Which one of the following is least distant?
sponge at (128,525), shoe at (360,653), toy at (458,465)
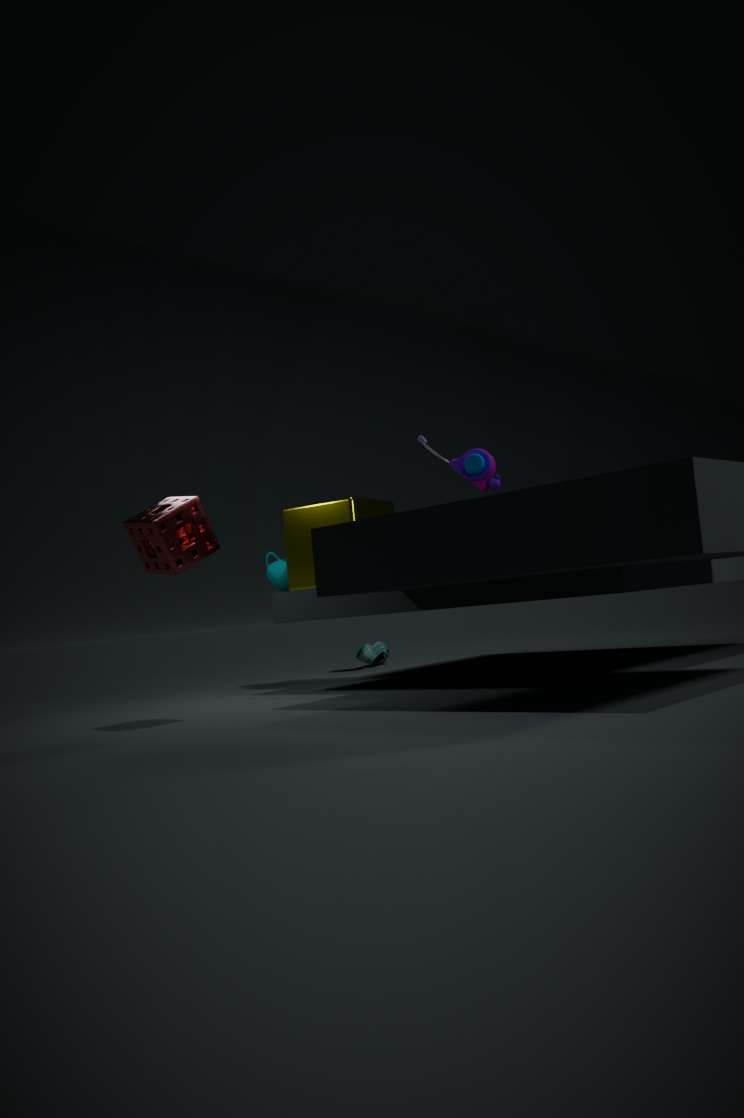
sponge at (128,525)
